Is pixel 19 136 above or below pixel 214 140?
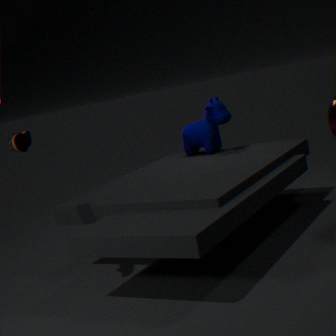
above
